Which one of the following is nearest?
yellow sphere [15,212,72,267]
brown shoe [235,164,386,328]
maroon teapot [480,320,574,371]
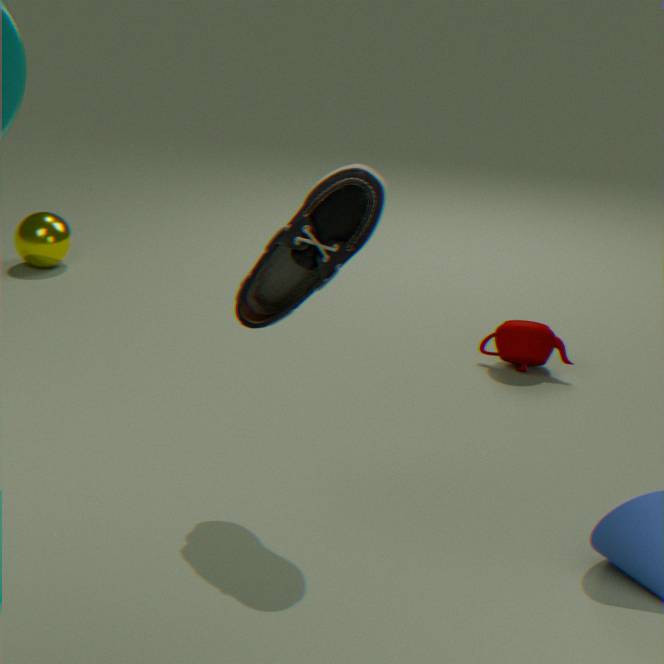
brown shoe [235,164,386,328]
